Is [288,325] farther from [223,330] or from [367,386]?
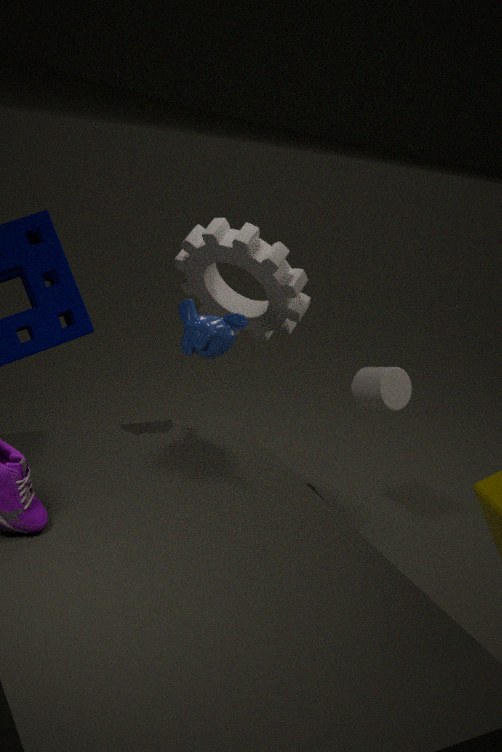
[223,330]
